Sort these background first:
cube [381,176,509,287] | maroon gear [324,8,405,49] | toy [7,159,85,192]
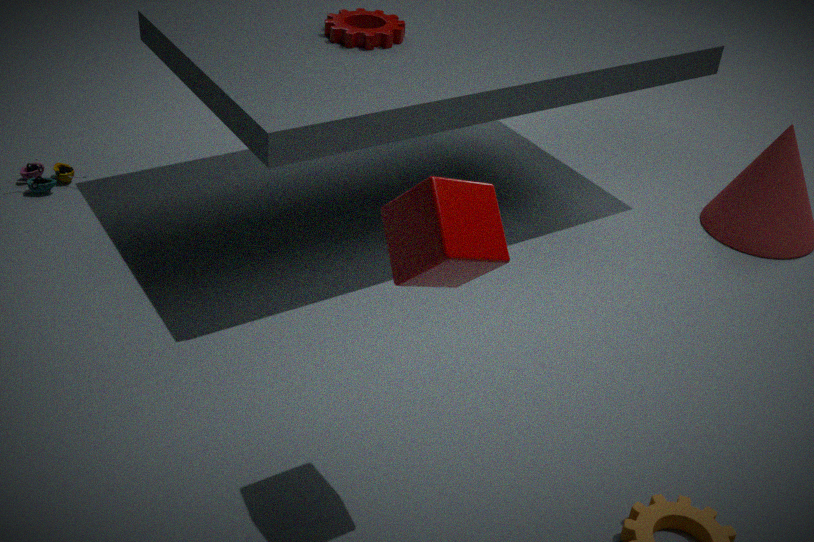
1. toy [7,159,85,192]
2. maroon gear [324,8,405,49]
3. cube [381,176,509,287]
